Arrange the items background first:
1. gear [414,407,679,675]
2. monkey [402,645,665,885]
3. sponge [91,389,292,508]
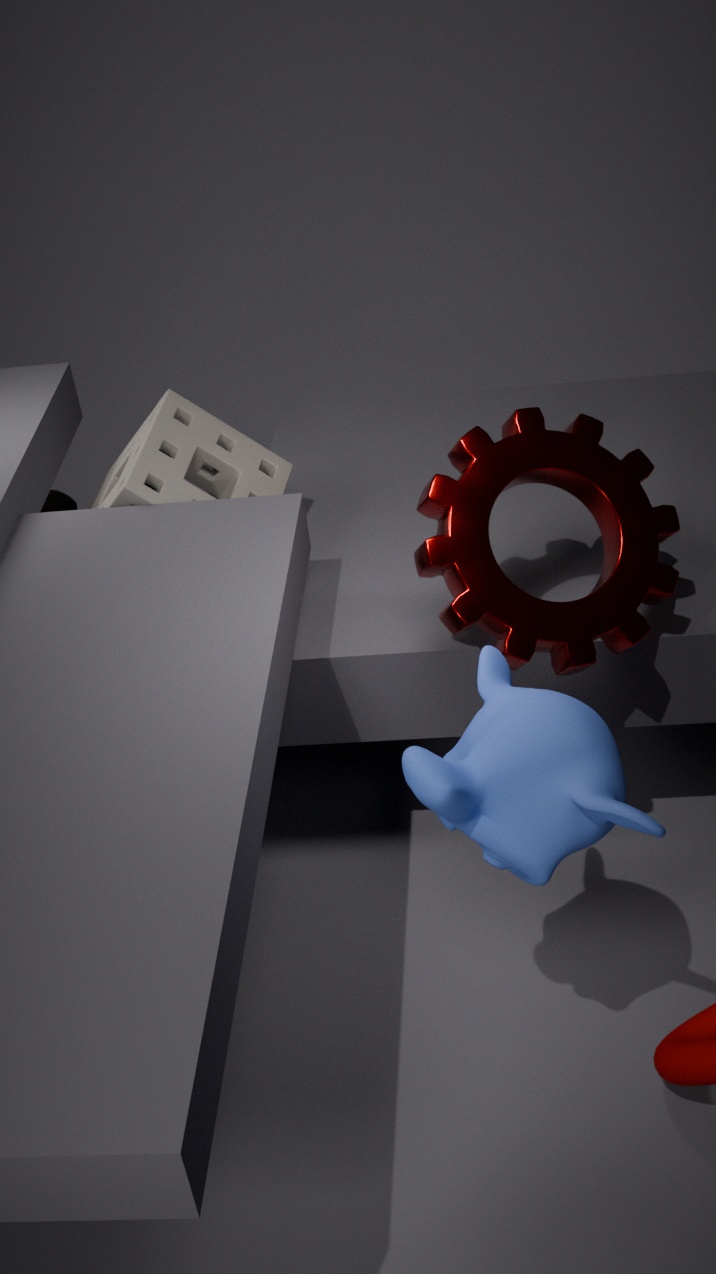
sponge [91,389,292,508] < gear [414,407,679,675] < monkey [402,645,665,885]
